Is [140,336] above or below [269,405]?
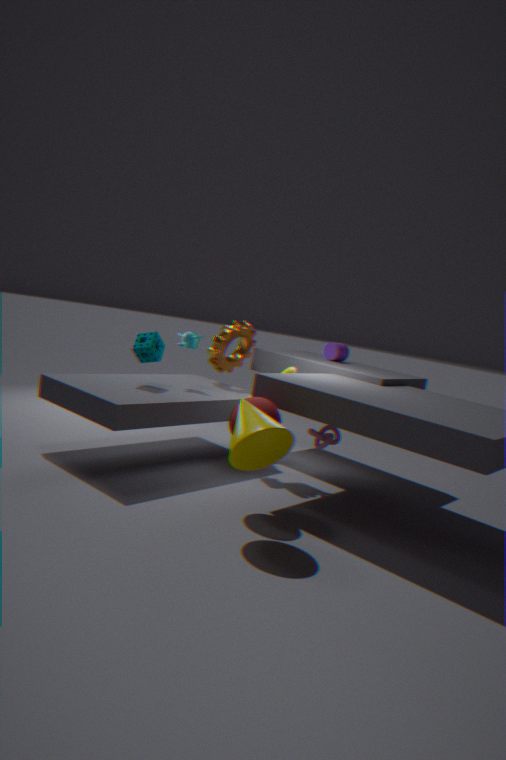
above
